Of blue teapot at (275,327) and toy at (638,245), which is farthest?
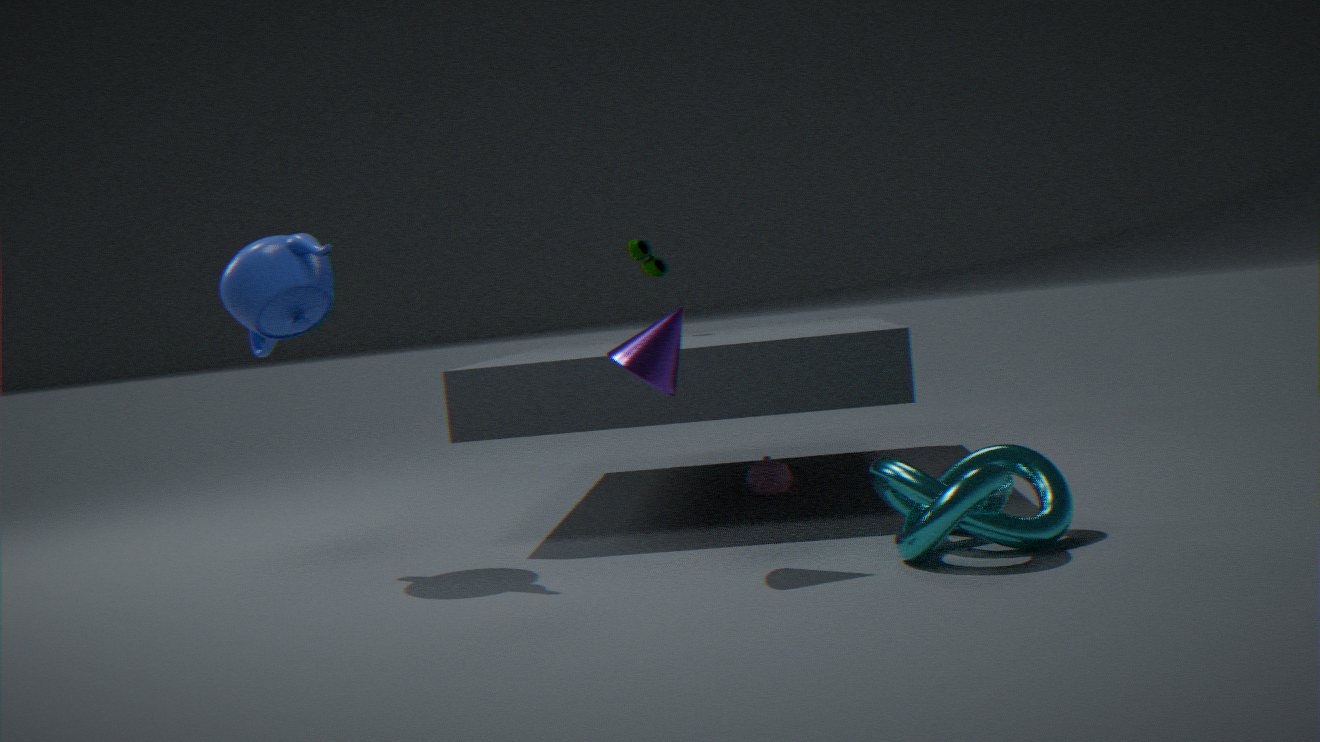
toy at (638,245)
